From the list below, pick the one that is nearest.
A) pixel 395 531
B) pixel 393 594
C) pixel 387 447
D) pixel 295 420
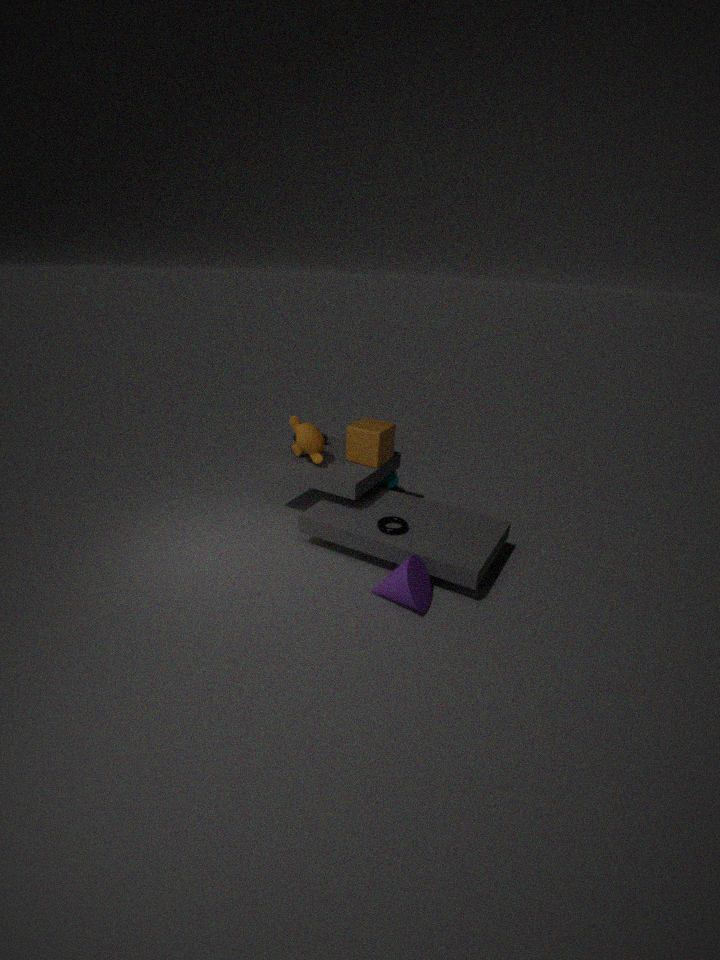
B. pixel 393 594
